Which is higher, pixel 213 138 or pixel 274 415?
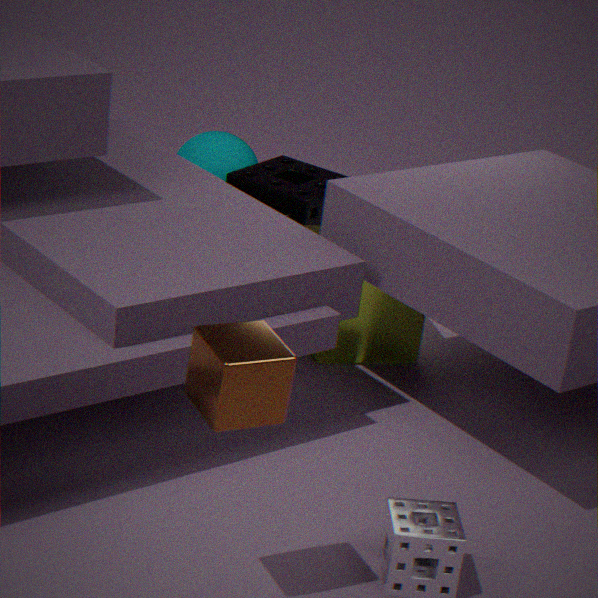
pixel 274 415
